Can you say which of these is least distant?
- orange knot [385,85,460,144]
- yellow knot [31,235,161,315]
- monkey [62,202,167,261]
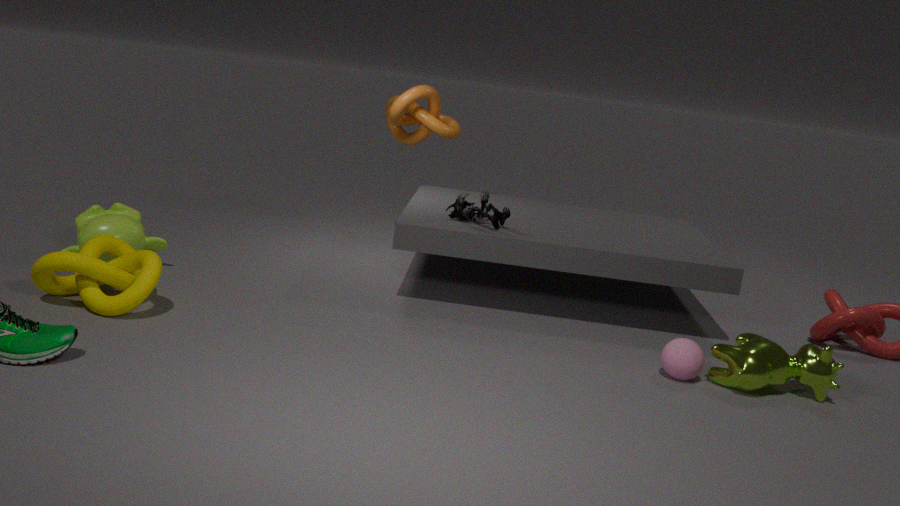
yellow knot [31,235,161,315]
